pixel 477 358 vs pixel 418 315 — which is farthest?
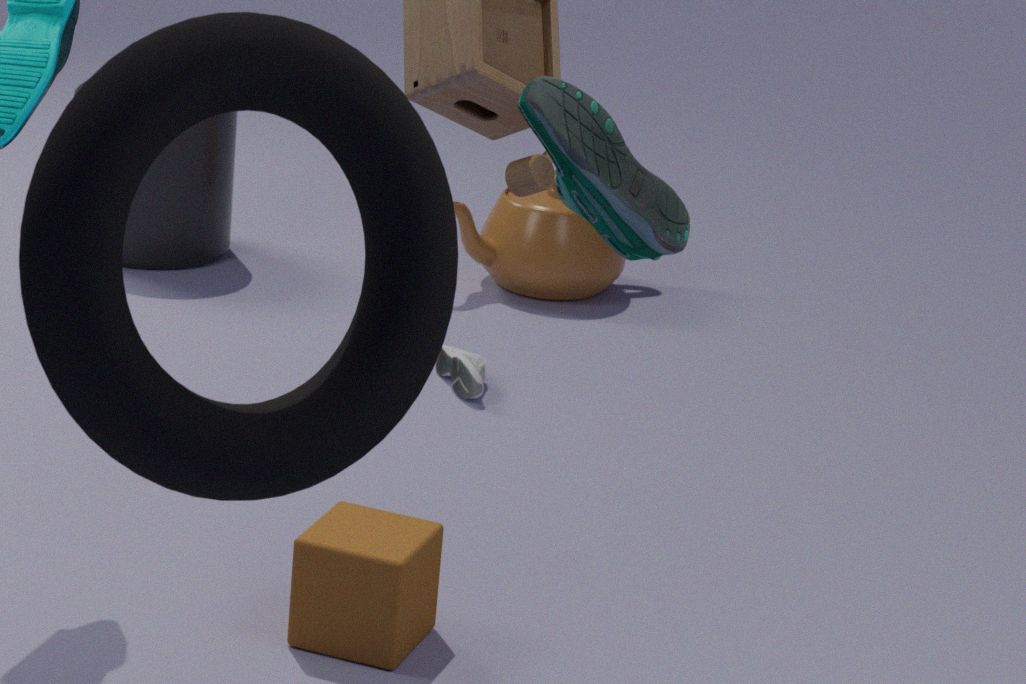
pixel 477 358
